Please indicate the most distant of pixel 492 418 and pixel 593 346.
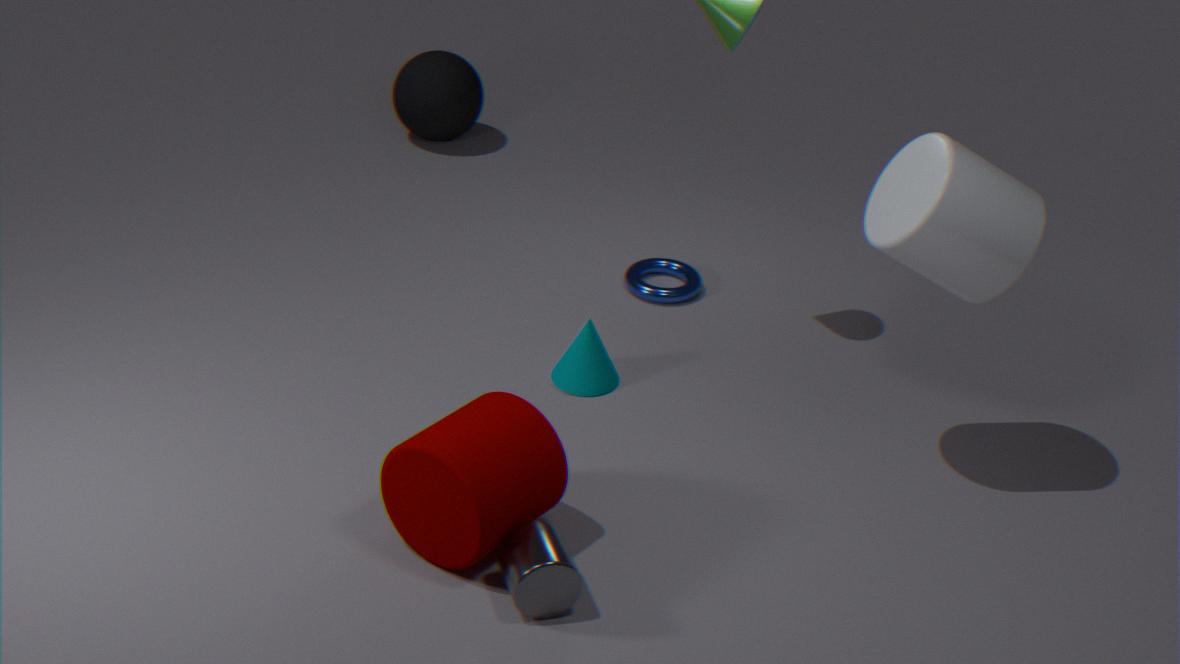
pixel 593 346
